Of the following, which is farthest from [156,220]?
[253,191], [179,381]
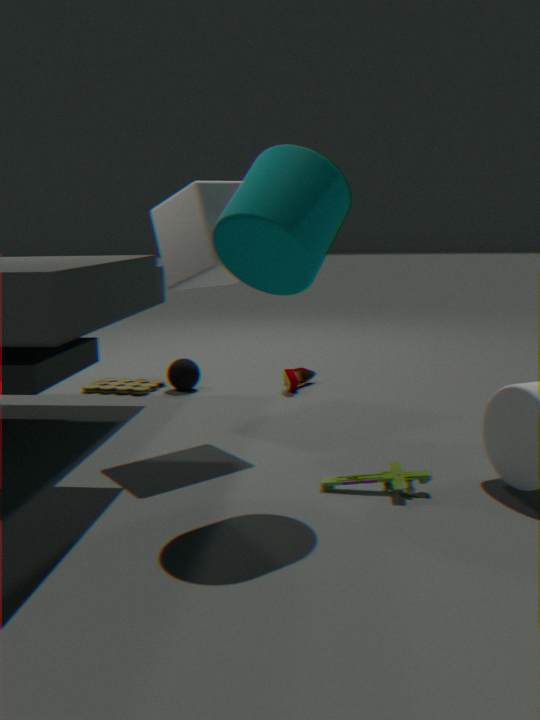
[179,381]
